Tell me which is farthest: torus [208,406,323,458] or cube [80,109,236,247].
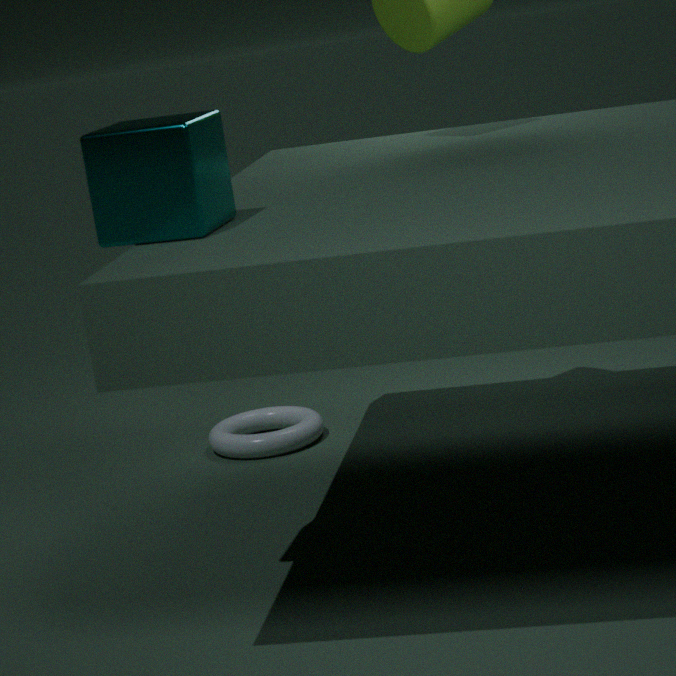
torus [208,406,323,458]
